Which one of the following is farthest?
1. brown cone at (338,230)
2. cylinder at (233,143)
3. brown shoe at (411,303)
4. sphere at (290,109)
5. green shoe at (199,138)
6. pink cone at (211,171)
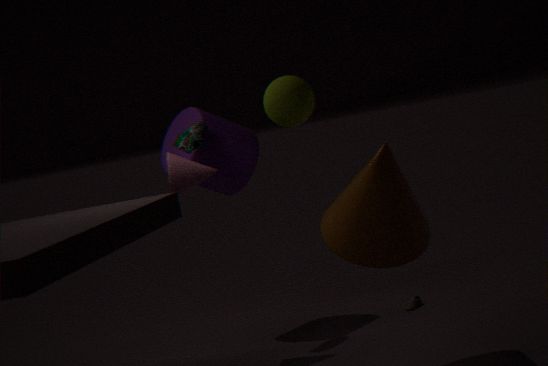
brown shoe at (411,303)
